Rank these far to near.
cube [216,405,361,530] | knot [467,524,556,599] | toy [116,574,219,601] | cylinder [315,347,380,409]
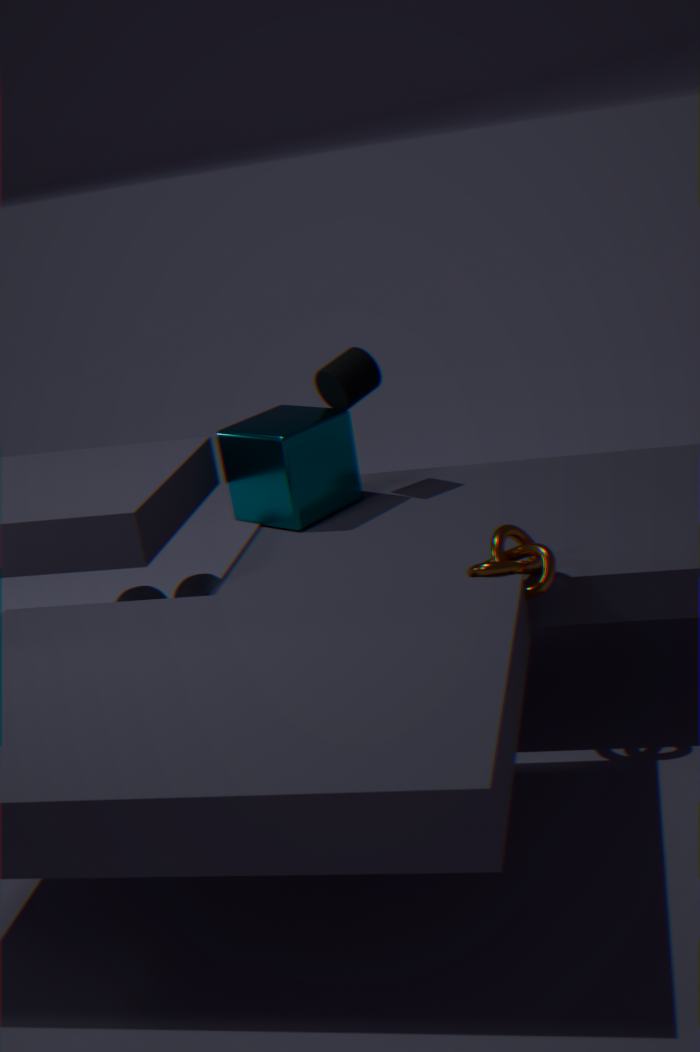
toy [116,574,219,601] → cylinder [315,347,380,409] → cube [216,405,361,530] → knot [467,524,556,599]
